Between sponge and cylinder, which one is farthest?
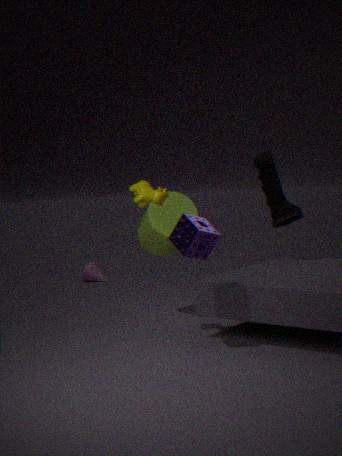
cylinder
